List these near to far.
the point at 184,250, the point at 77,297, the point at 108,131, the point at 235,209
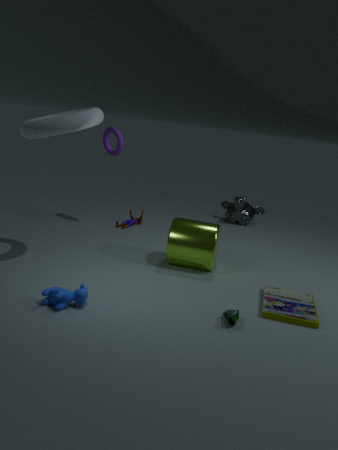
the point at 77,297 → the point at 184,250 → the point at 108,131 → the point at 235,209
